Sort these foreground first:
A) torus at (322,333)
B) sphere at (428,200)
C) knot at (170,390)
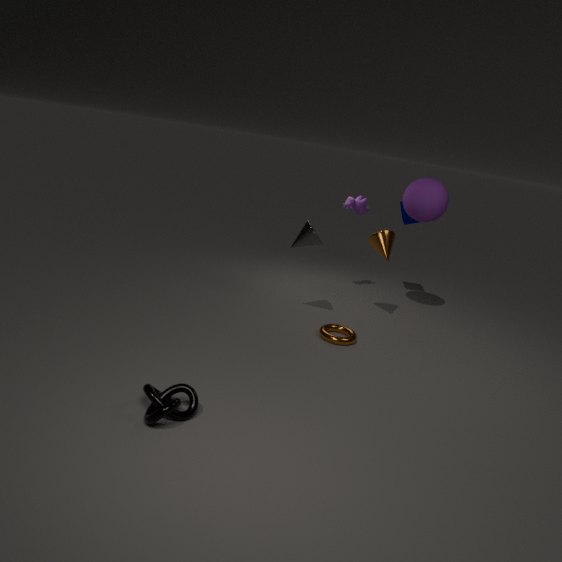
knot at (170,390) < torus at (322,333) < sphere at (428,200)
